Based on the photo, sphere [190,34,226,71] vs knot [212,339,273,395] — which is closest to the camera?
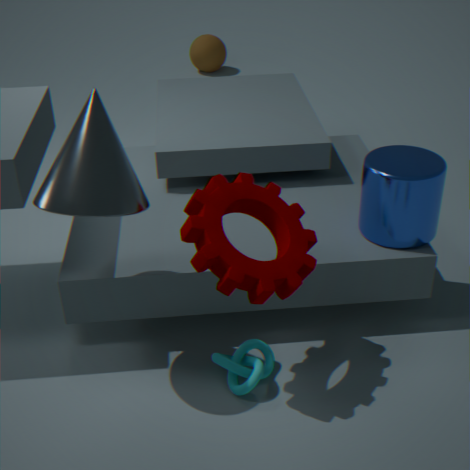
knot [212,339,273,395]
